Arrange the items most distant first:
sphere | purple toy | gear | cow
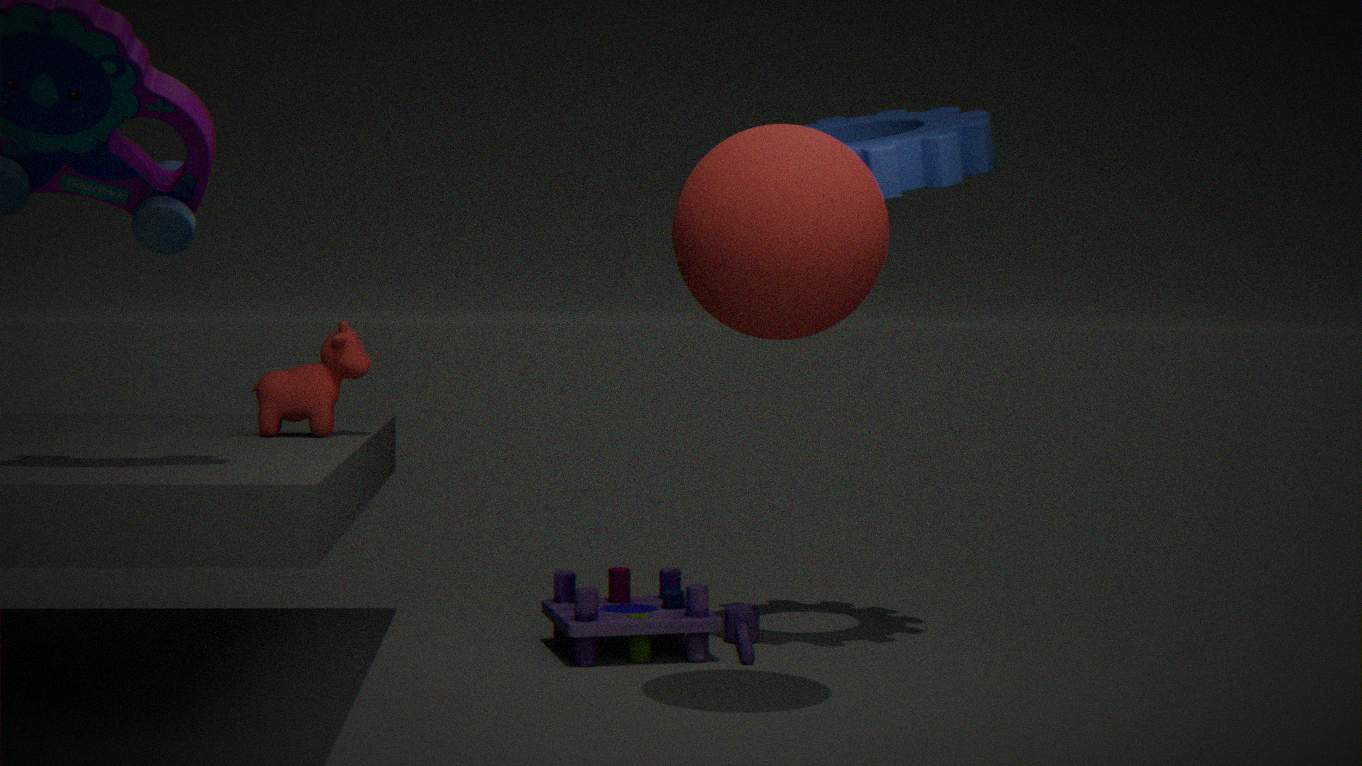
1. purple toy
2. cow
3. gear
4. sphere
